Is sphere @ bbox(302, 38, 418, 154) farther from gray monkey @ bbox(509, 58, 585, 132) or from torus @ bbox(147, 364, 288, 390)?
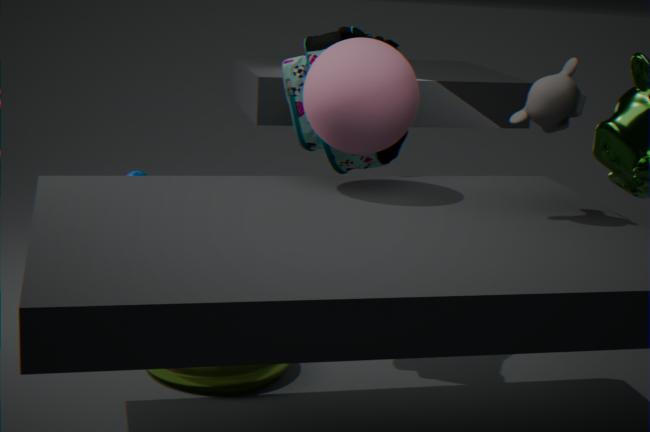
torus @ bbox(147, 364, 288, 390)
